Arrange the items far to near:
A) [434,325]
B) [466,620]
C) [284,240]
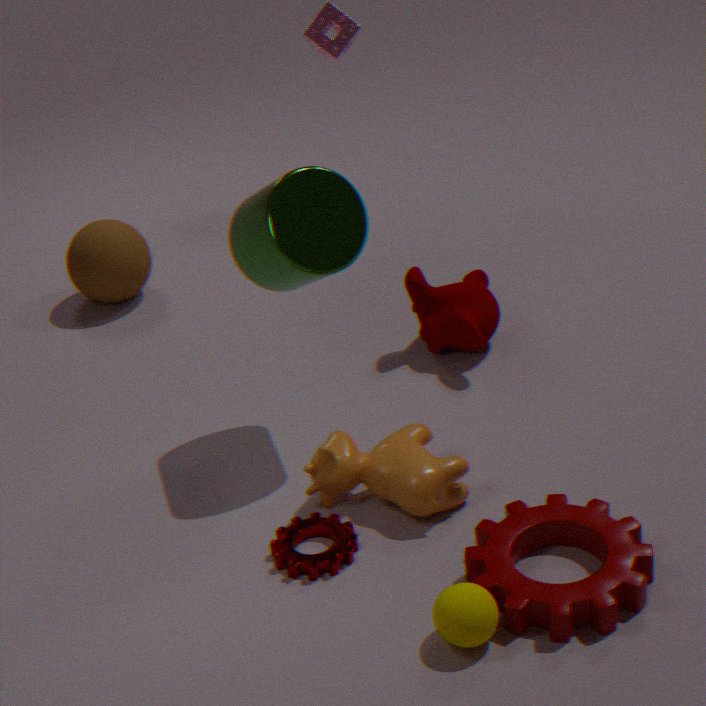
[434,325], [284,240], [466,620]
